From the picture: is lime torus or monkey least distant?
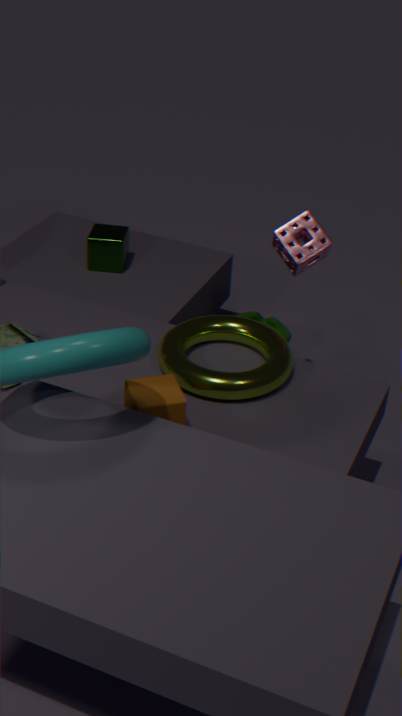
lime torus
